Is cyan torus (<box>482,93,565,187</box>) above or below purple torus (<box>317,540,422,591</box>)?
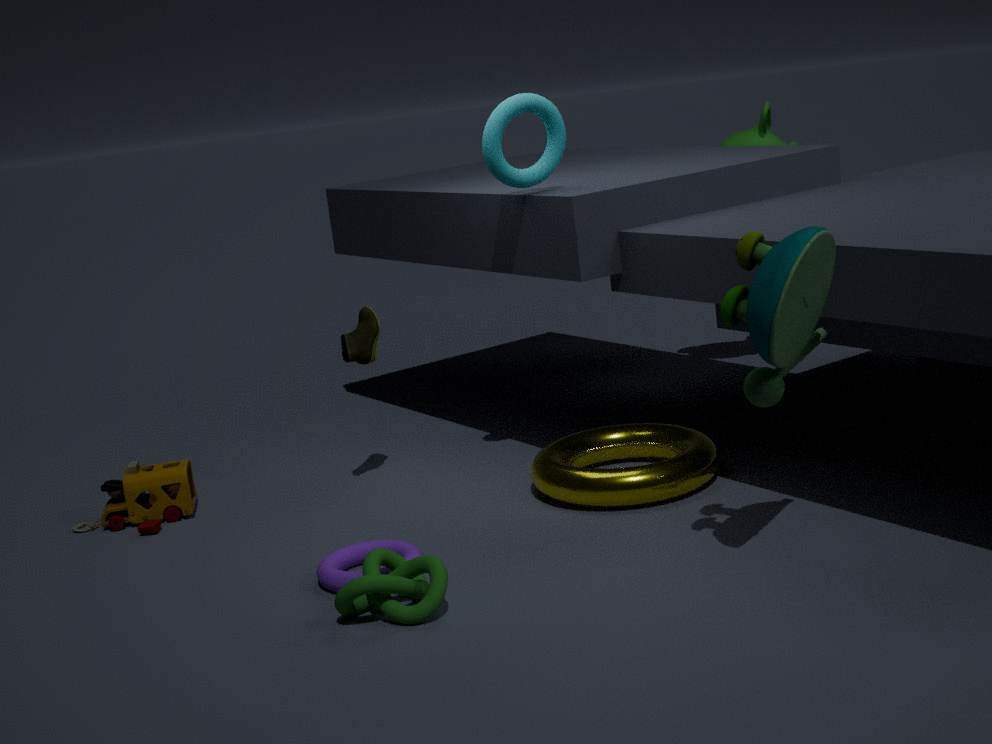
above
